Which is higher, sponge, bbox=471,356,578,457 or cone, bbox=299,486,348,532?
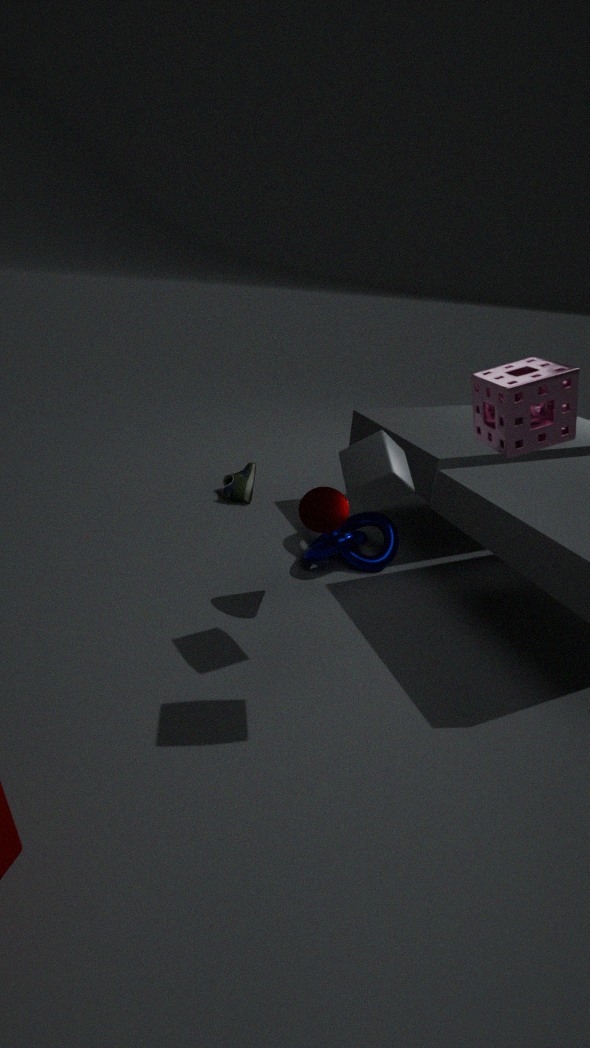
sponge, bbox=471,356,578,457
